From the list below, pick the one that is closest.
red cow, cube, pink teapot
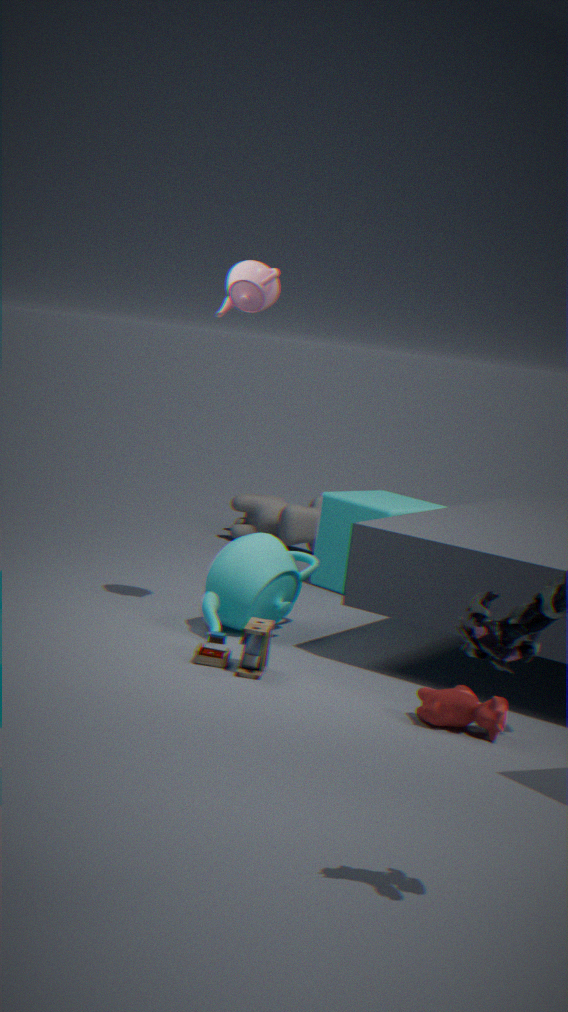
red cow
